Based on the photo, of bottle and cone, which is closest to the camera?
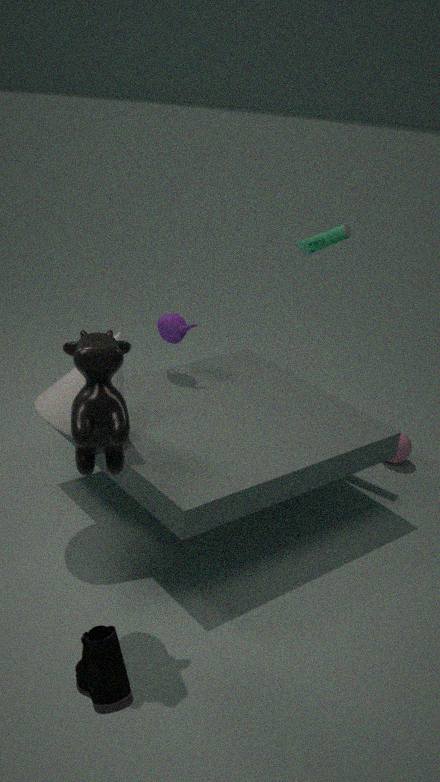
cone
